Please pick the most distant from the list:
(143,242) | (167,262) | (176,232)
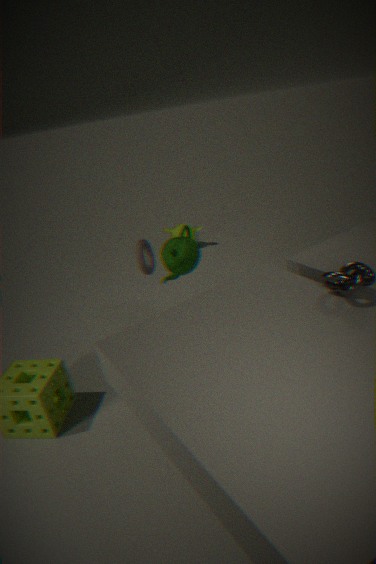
(176,232)
